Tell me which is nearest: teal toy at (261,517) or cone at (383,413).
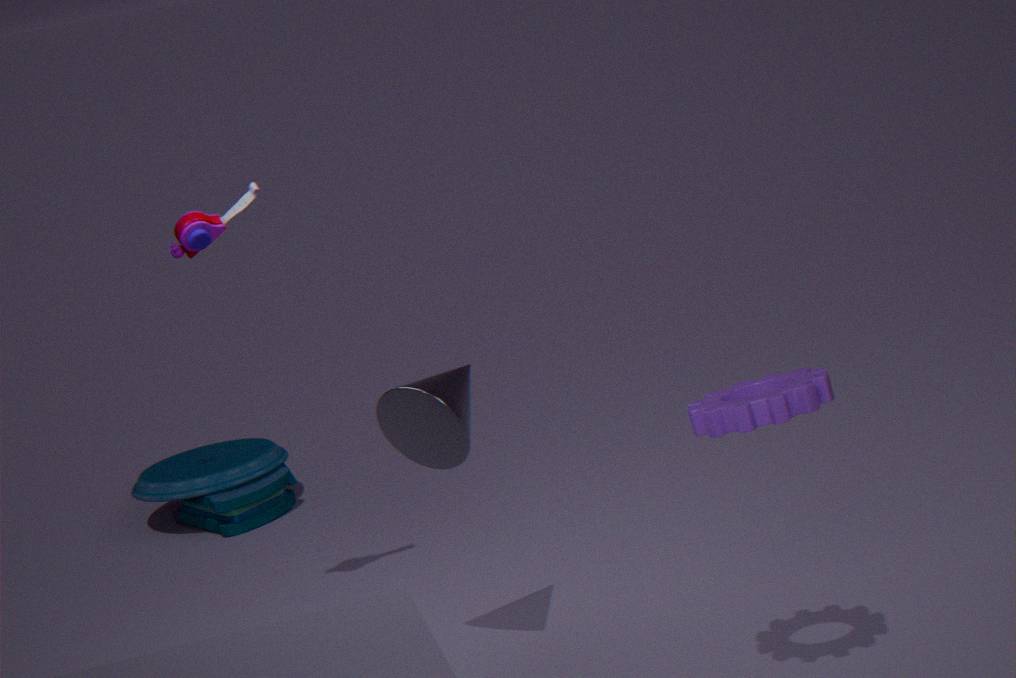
cone at (383,413)
